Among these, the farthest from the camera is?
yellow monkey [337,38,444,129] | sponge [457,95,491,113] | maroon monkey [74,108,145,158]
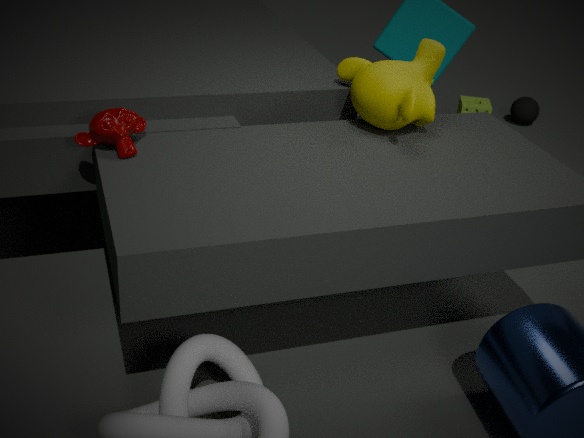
sponge [457,95,491,113]
